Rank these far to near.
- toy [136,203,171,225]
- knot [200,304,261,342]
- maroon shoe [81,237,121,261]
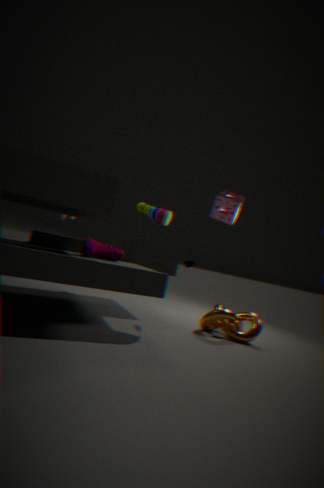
toy [136,203,171,225] → knot [200,304,261,342] → maroon shoe [81,237,121,261]
